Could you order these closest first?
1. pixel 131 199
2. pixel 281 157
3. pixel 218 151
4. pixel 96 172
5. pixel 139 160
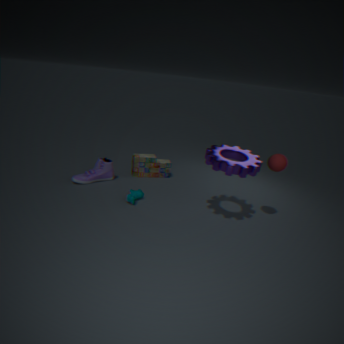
pixel 281 157, pixel 218 151, pixel 131 199, pixel 96 172, pixel 139 160
